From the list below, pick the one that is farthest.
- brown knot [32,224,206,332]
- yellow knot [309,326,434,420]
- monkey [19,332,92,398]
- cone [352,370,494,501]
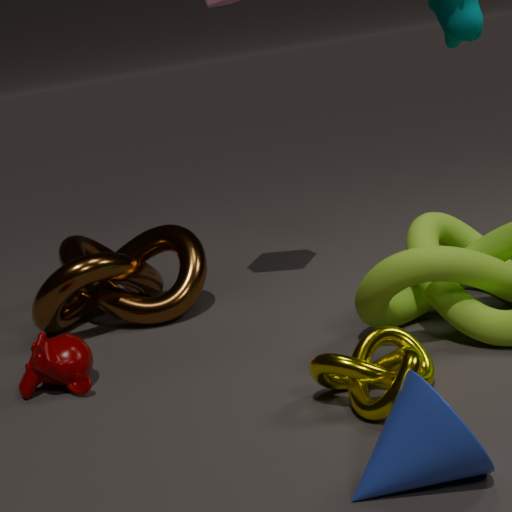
brown knot [32,224,206,332]
